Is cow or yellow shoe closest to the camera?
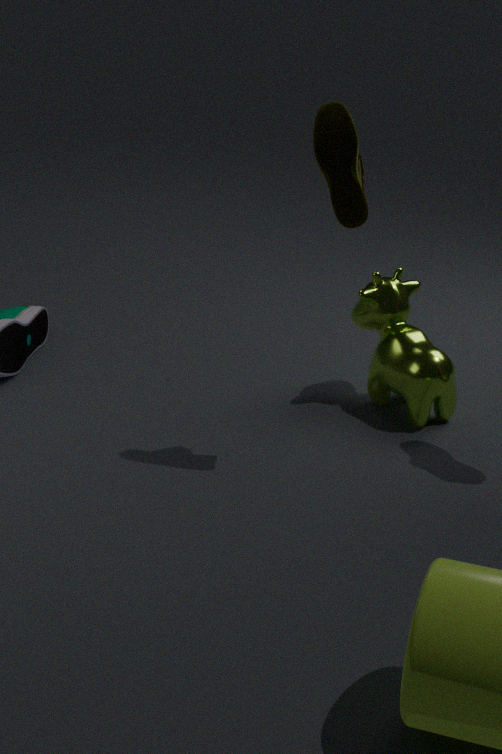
yellow shoe
